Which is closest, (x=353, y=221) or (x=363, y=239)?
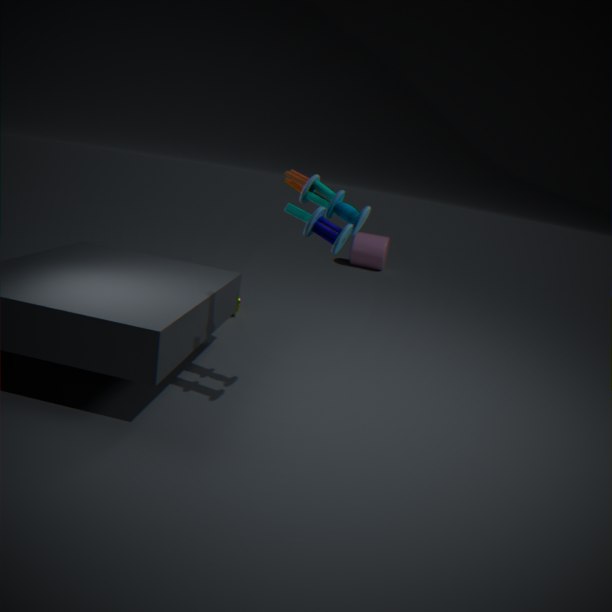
(x=353, y=221)
